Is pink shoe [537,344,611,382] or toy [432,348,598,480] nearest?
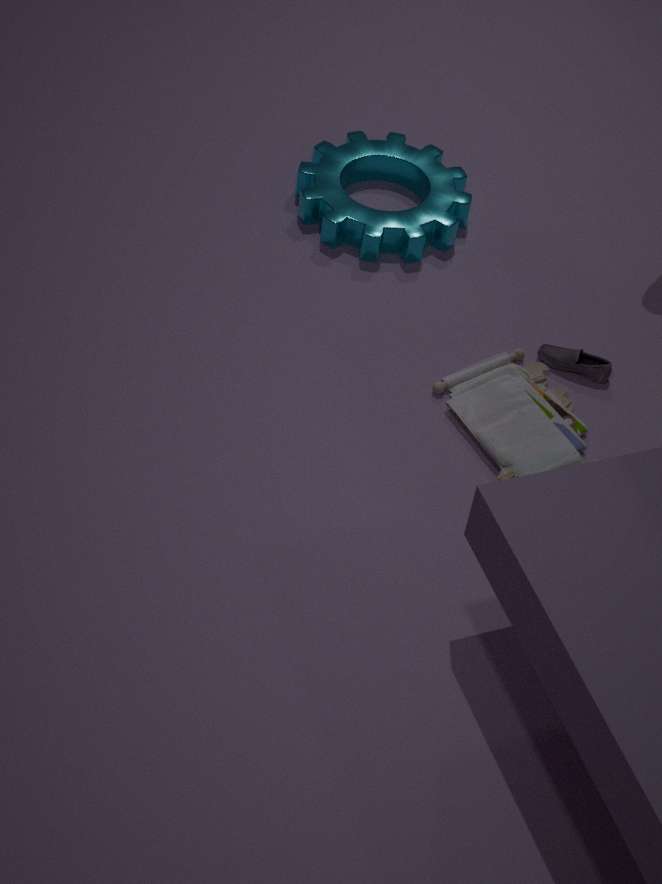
toy [432,348,598,480]
